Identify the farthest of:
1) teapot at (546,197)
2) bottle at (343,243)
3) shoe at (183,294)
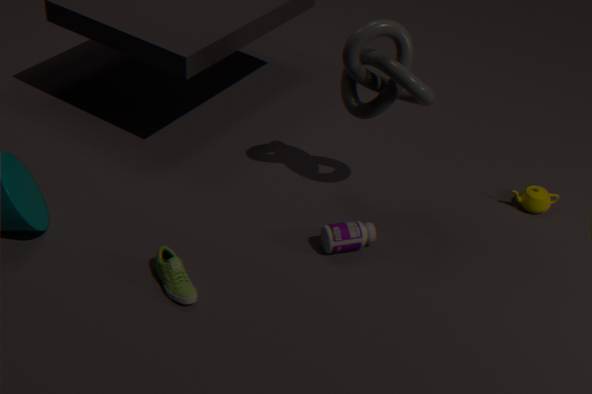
1. teapot at (546,197)
